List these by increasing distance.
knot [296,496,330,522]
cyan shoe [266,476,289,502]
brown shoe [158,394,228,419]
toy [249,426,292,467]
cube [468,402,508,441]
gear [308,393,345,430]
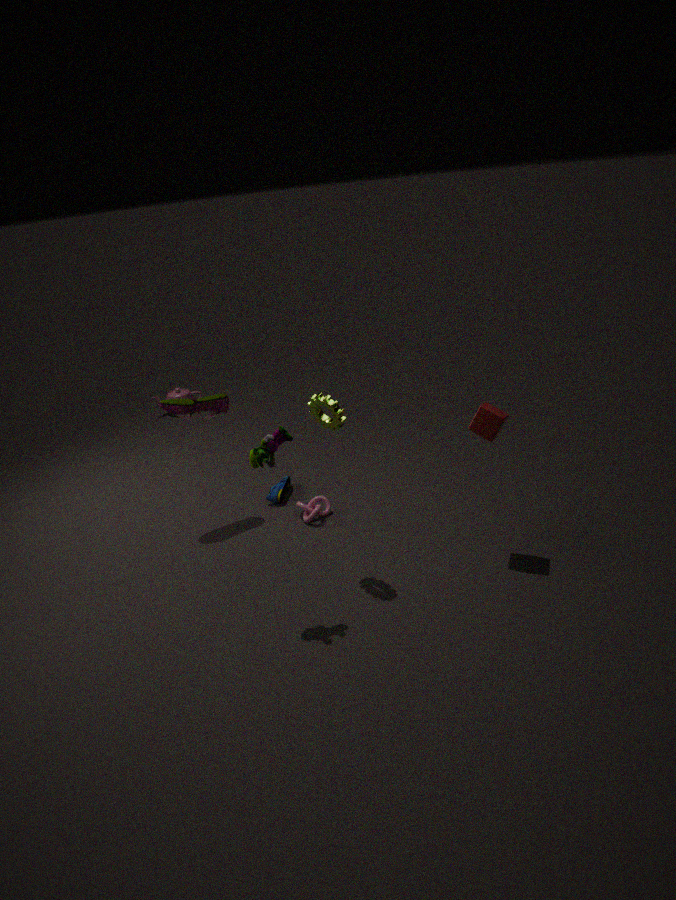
toy [249,426,292,467] → gear [308,393,345,430] → cube [468,402,508,441] → brown shoe [158,394,228,419] → knot [296,496,330,522] → cyan shoe [266,476,289,502]
